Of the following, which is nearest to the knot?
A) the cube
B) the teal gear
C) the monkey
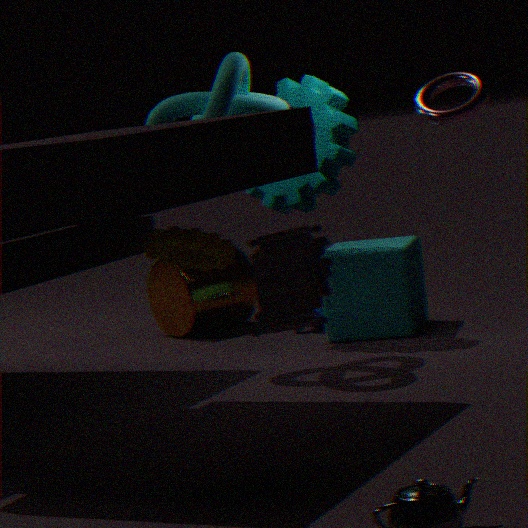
the teal gear
